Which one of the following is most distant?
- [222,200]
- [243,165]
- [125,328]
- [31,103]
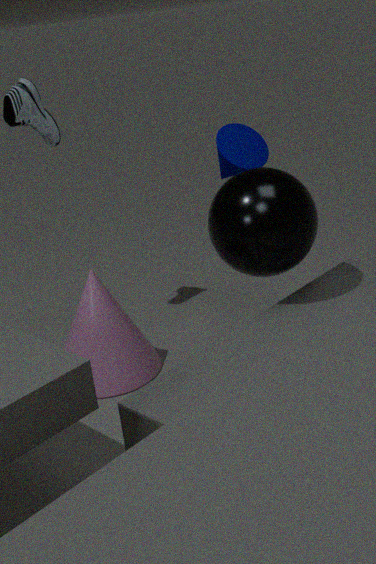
[31,103]
